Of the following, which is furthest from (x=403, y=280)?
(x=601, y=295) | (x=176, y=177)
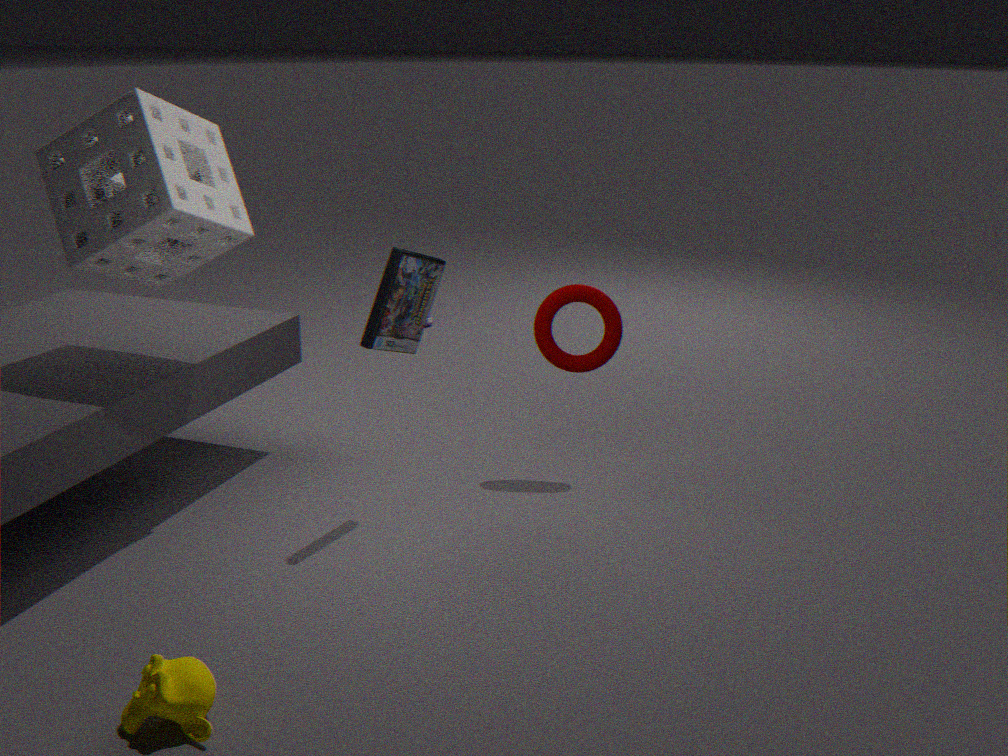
(x=176, y=177)
